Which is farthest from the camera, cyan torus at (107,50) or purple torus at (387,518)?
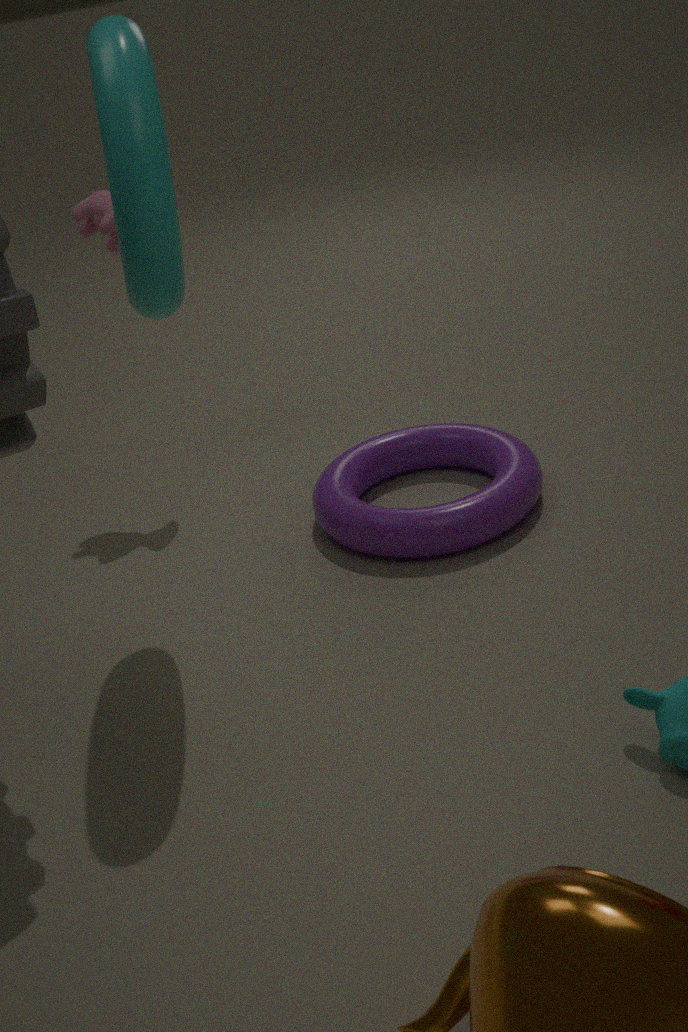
purple torus at (387,518)
